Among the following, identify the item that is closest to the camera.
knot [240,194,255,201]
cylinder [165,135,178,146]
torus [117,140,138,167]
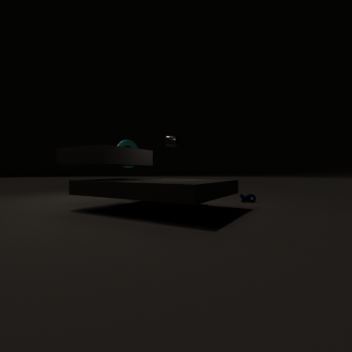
cylinder [165,135,178,146]
